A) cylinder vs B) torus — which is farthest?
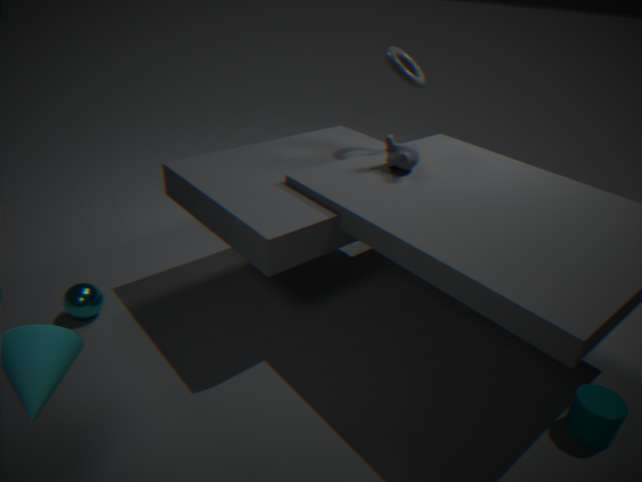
B. torus
